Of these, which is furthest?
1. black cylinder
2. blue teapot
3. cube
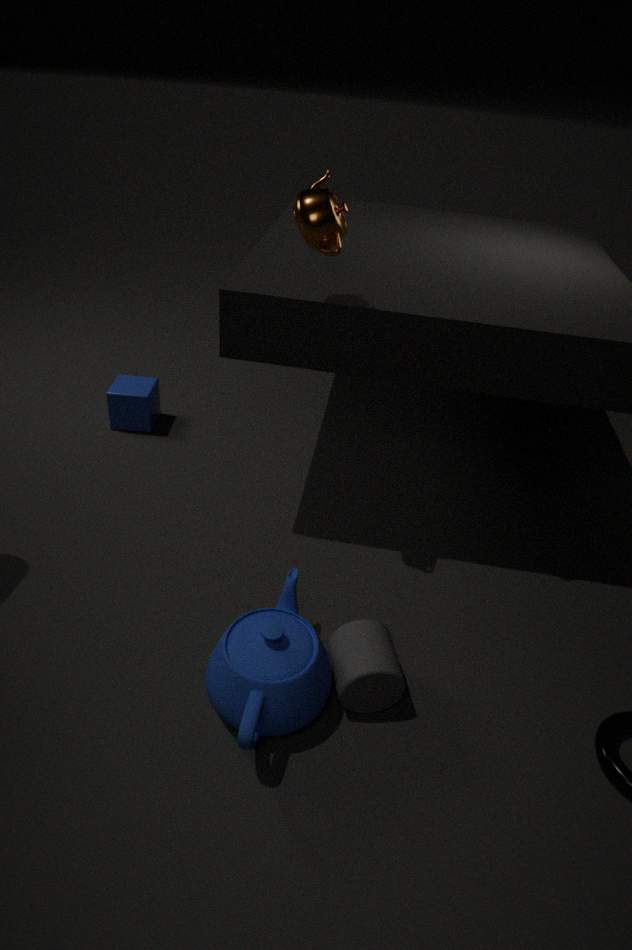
cube
